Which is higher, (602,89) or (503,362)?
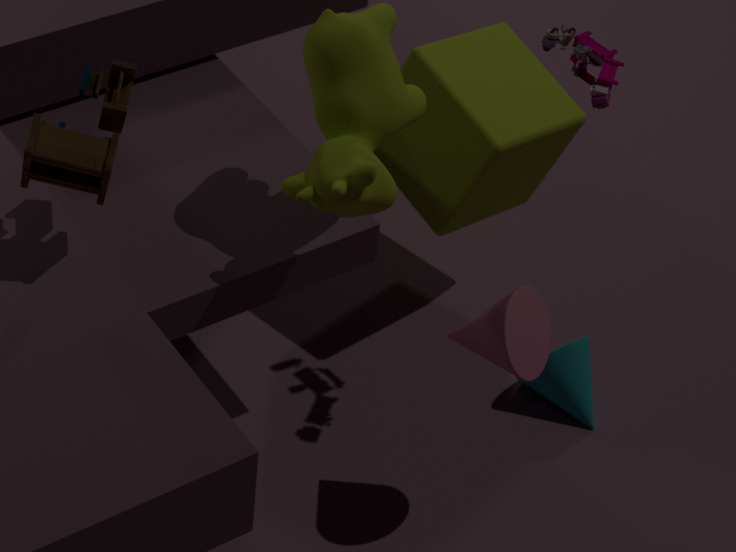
(602,89)
